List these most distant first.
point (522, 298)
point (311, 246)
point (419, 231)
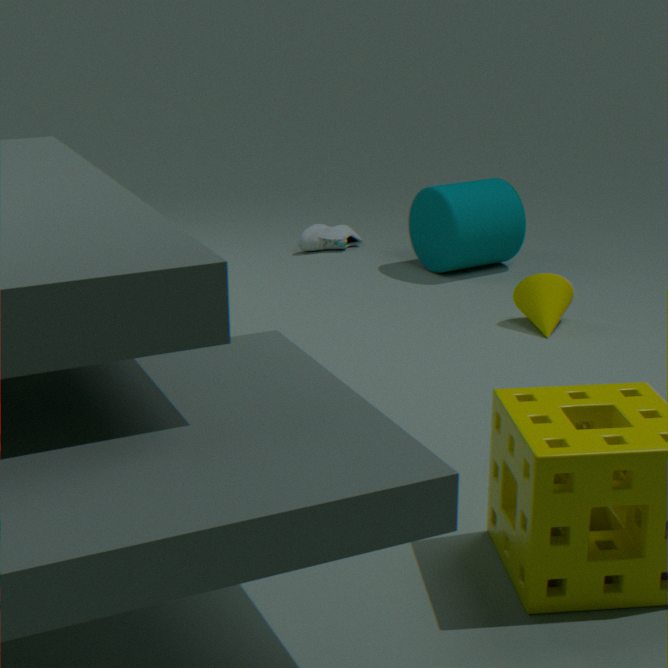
point (311, 246)
point (419, 231)
point (522, 298)
